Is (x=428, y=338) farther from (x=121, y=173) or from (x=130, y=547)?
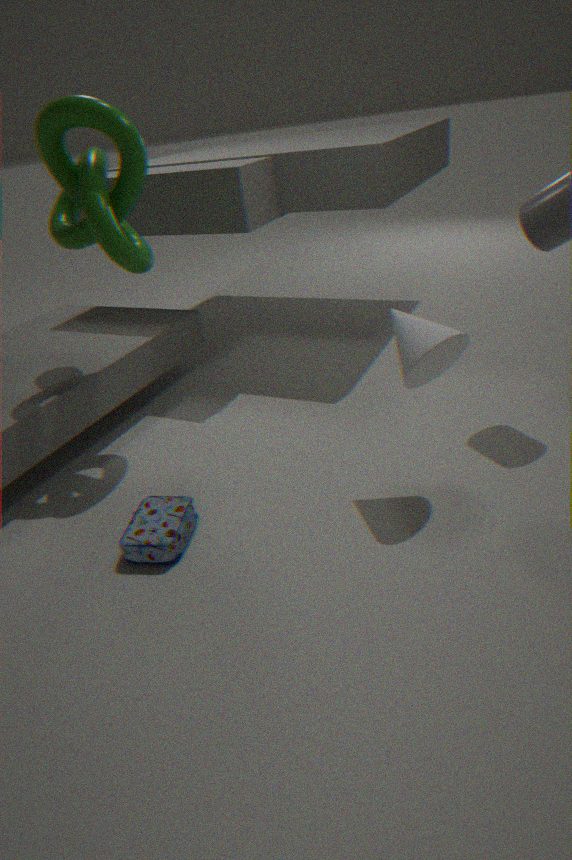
(x=121, y=173)
